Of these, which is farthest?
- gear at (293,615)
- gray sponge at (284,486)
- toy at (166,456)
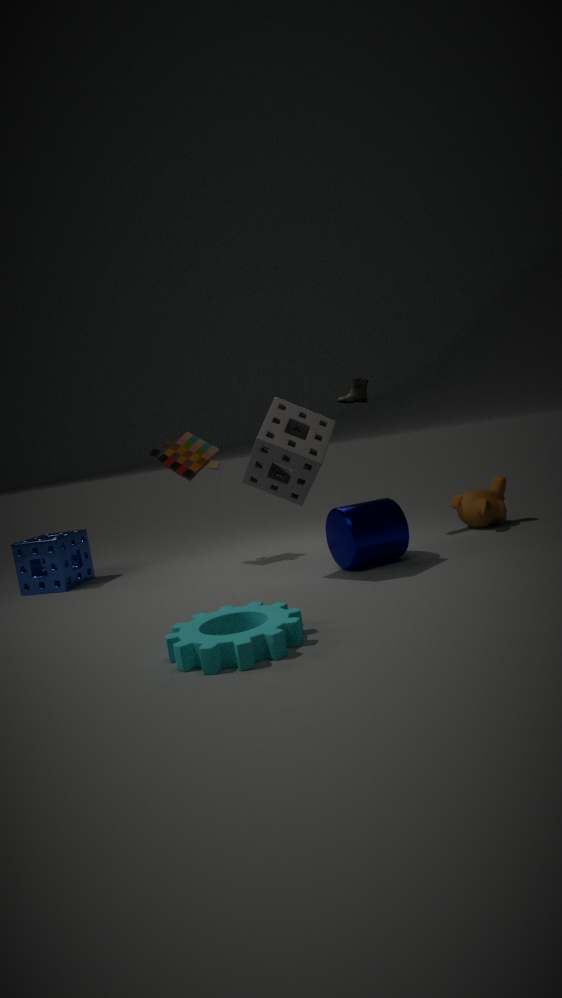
toy at (166,456)
